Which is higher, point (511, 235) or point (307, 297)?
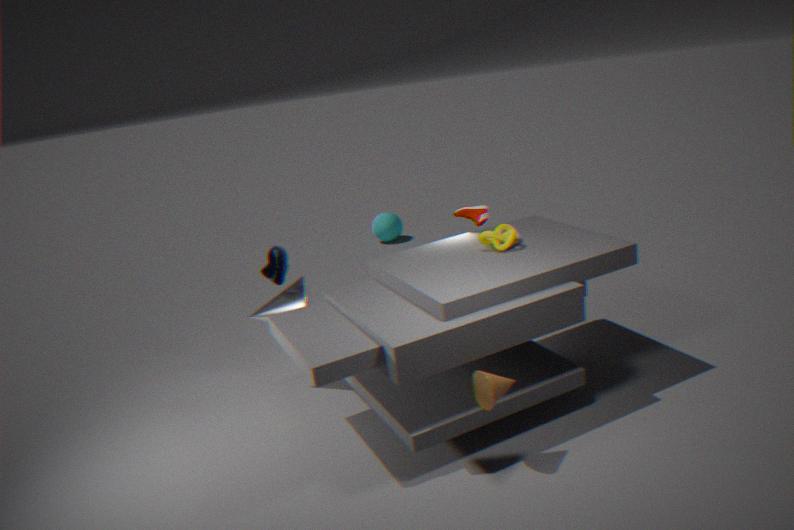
point (511, 235)
